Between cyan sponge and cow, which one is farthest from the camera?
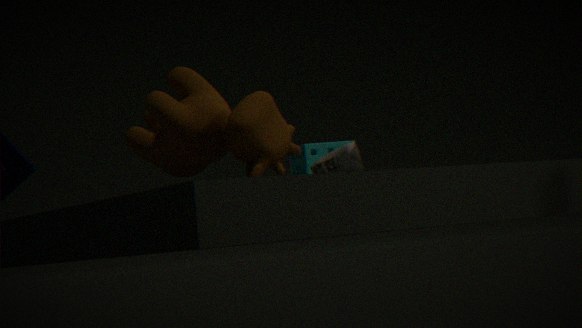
cyan sponge
